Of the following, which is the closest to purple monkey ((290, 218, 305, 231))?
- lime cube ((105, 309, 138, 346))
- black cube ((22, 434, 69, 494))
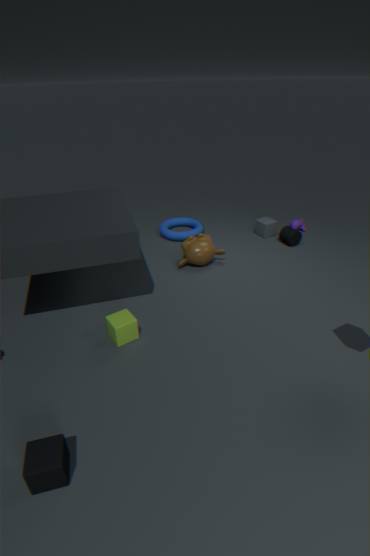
lime cube ((105, 309, 138, 346))
